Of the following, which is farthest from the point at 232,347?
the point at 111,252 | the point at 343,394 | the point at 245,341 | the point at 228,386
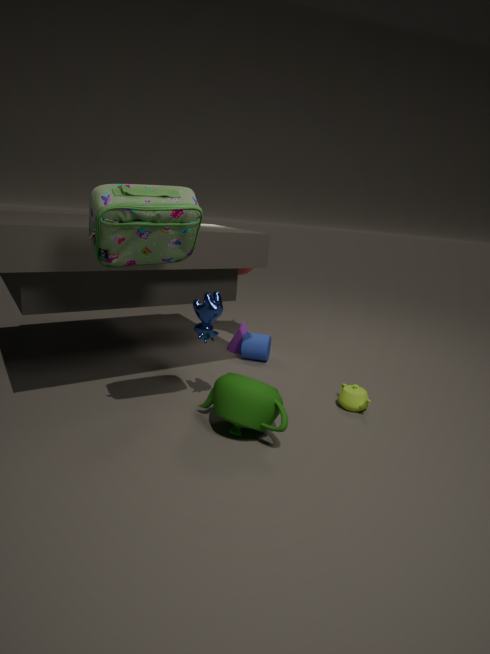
the point at 111,252
